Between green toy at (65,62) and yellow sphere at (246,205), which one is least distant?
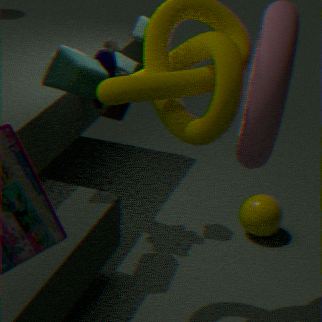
green toy at (65,62)
